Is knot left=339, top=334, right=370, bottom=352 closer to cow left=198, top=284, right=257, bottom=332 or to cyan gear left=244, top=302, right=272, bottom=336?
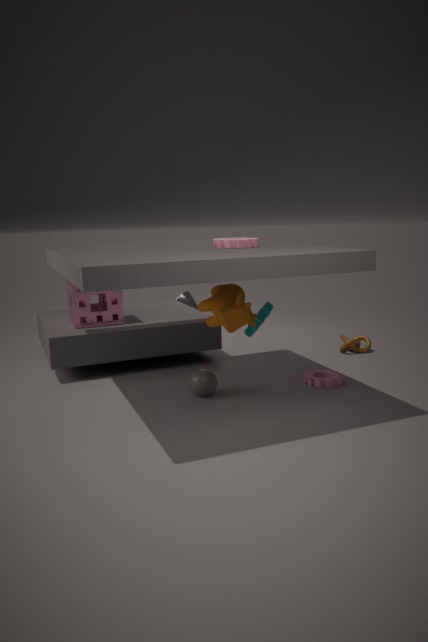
cyan gear left=244, top=302, right=272, bottom=336
